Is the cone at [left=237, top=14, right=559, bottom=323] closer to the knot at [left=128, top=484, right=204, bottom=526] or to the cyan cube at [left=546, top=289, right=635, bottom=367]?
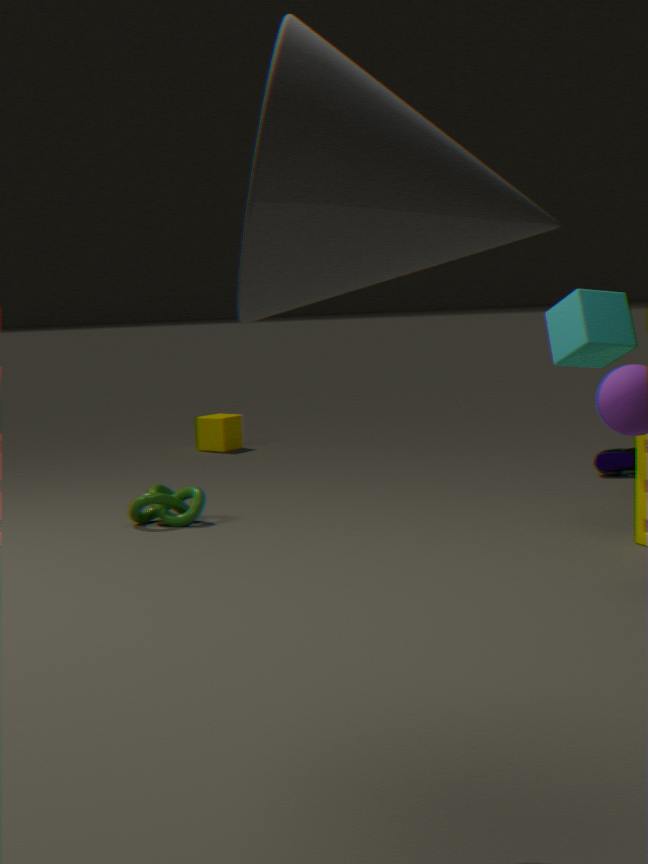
the cyan cube at [left=546, top=289, right=635, bottom=367]
